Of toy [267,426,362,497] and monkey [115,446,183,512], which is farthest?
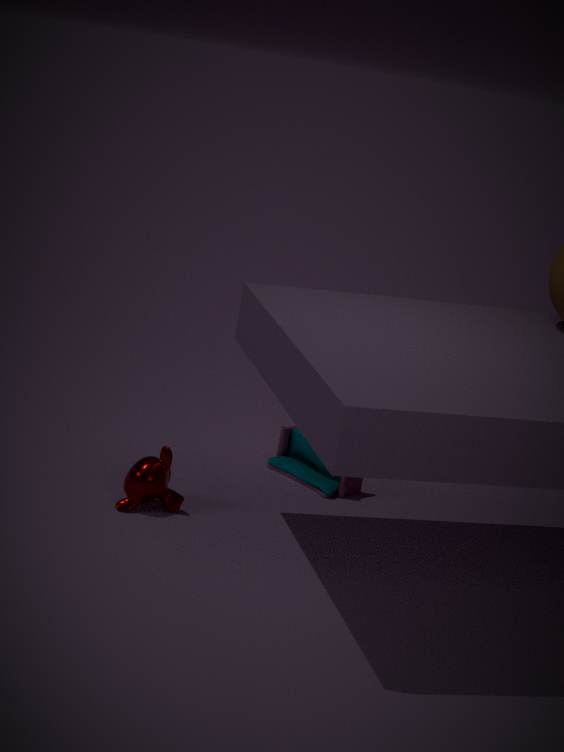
toy [267,426,362,497]
